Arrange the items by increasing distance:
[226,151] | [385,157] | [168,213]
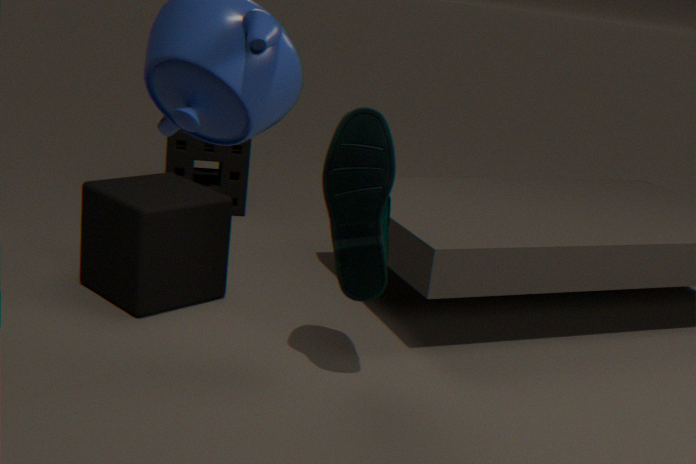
[385,157], [168,213], [226,151]
